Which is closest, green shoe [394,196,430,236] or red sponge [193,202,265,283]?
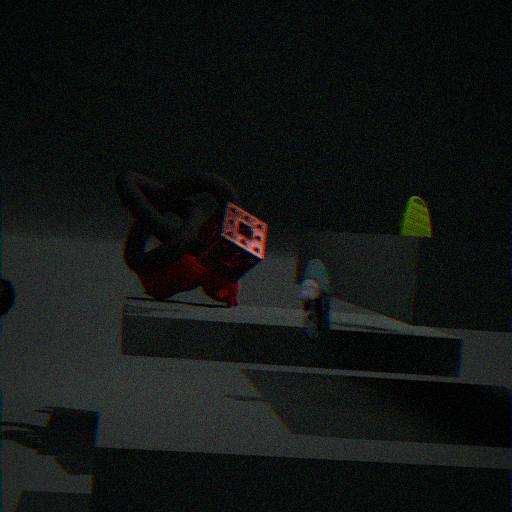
red sponge [193,202,265,283]
